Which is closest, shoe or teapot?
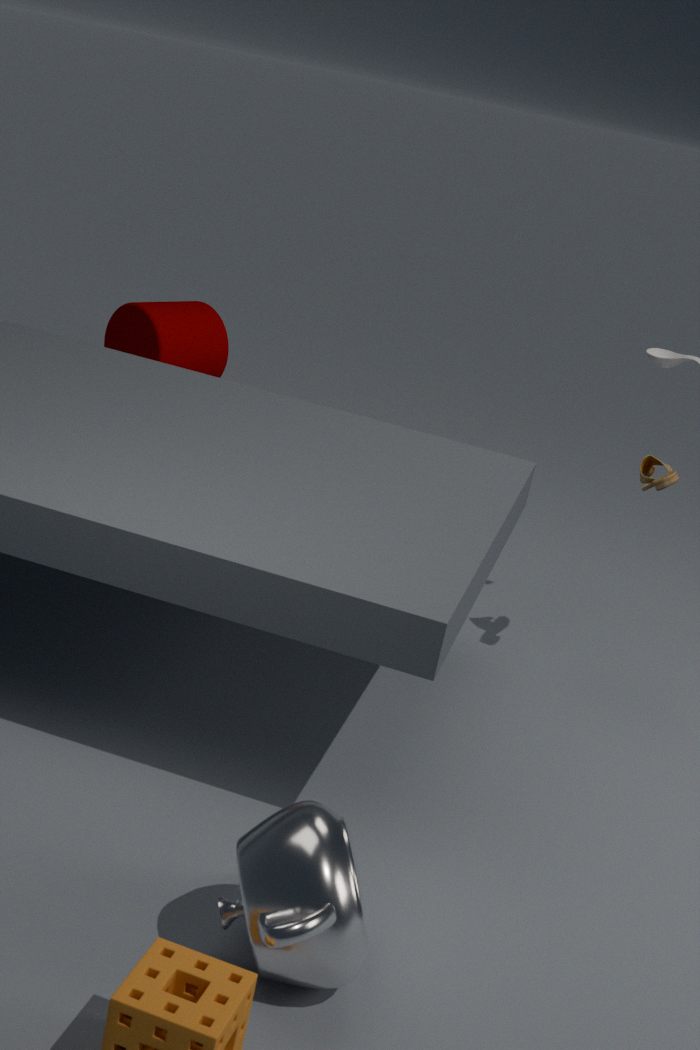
teapot
